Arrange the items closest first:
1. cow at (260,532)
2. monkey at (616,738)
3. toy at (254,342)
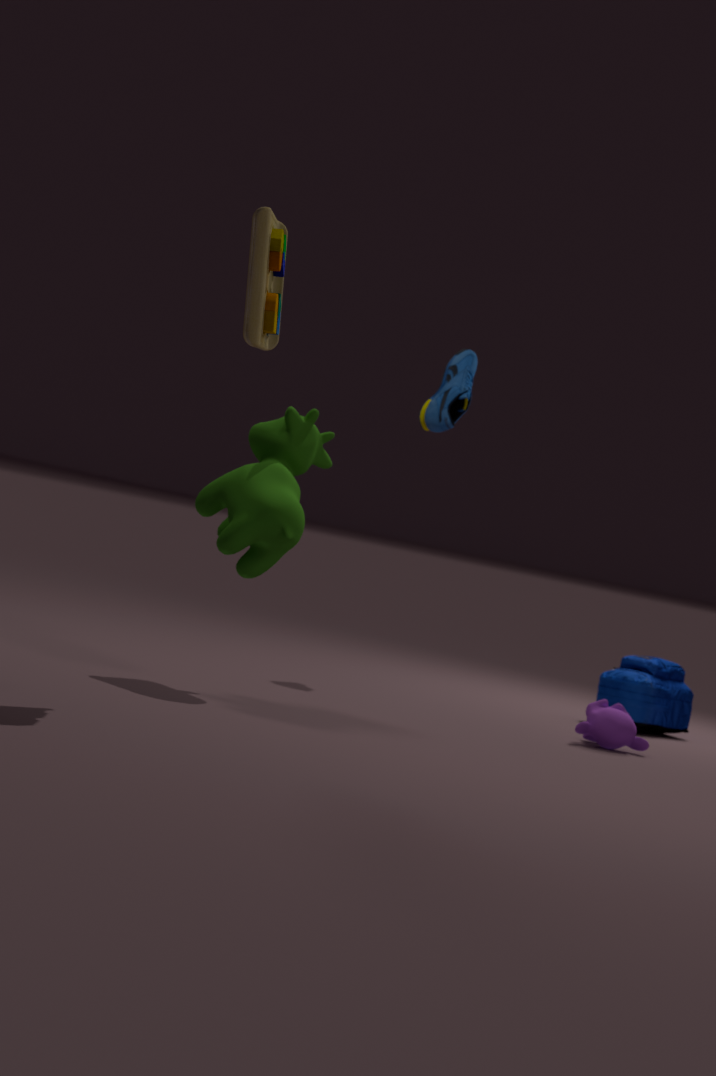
toy at (254,342) → cow at (260,532) → monkey at (616,738)
